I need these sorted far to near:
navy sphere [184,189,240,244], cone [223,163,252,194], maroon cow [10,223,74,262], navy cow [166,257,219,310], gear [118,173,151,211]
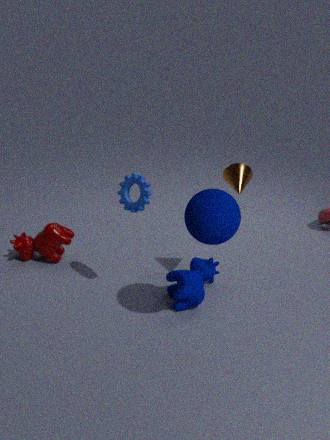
maroon cow [10,223,74,262] → navy cow [166,257,219,310] → cone [223,163,252,194] → gear [118,173,151,211] → navy sphere [184,189,240,244]
